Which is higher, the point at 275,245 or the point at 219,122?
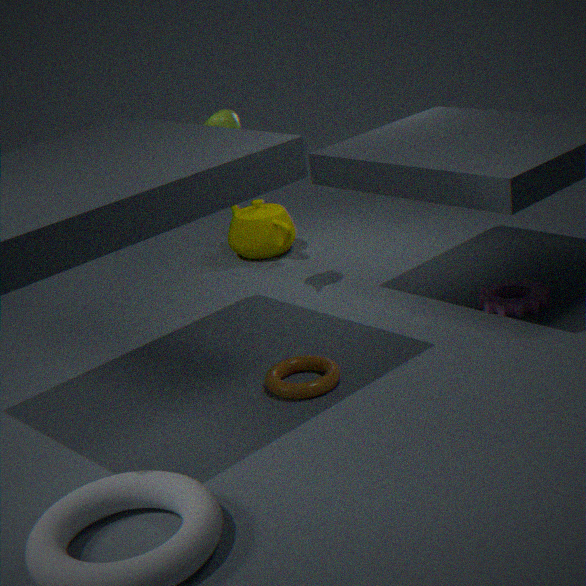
the point at 219,122
